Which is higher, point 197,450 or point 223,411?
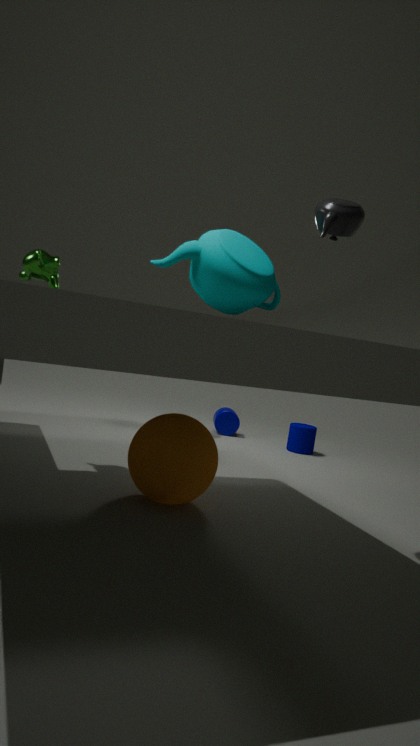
point 197,450
